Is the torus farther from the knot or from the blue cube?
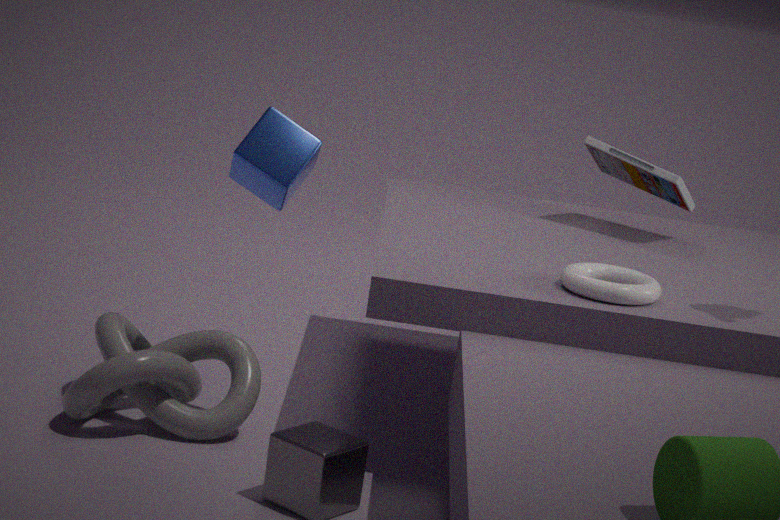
the knot
